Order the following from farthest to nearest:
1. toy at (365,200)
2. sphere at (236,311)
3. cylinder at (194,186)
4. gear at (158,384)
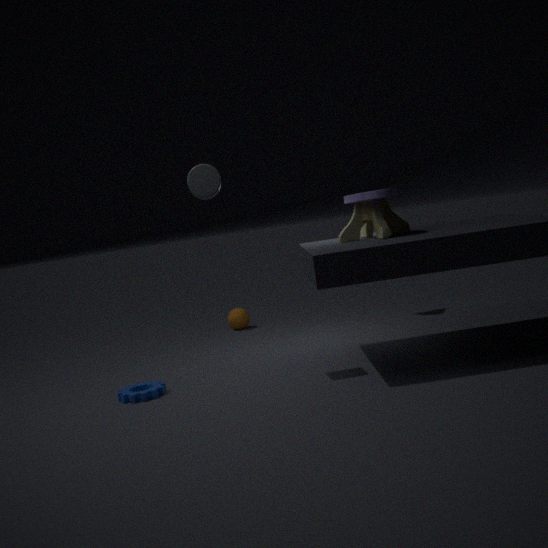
1. sphere at (236,311)
2. gear at (158,384)
3. toy at (365,200)
4. cylinder at (194,186)
